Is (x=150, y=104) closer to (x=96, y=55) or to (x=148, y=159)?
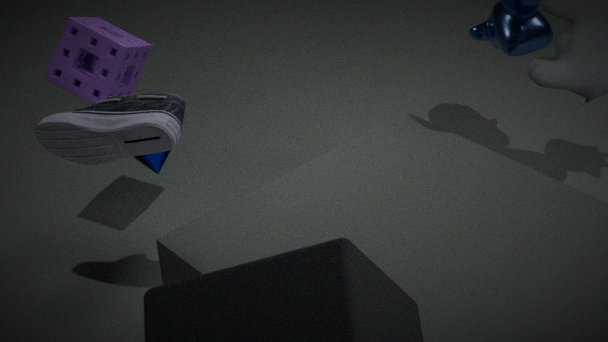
(x=96, y=55)
